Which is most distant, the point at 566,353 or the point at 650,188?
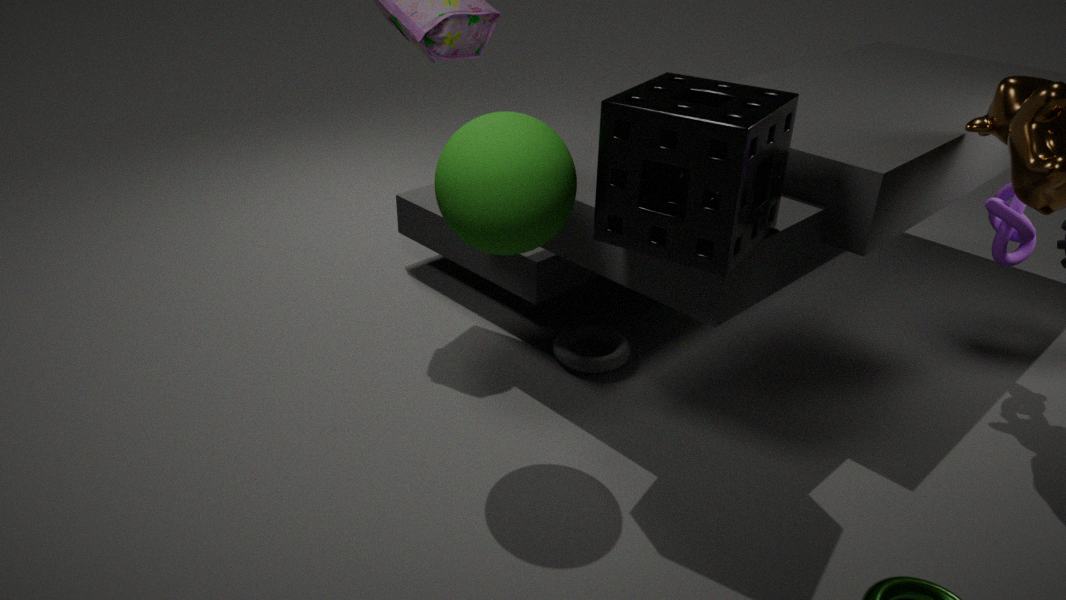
the point at 566,353
